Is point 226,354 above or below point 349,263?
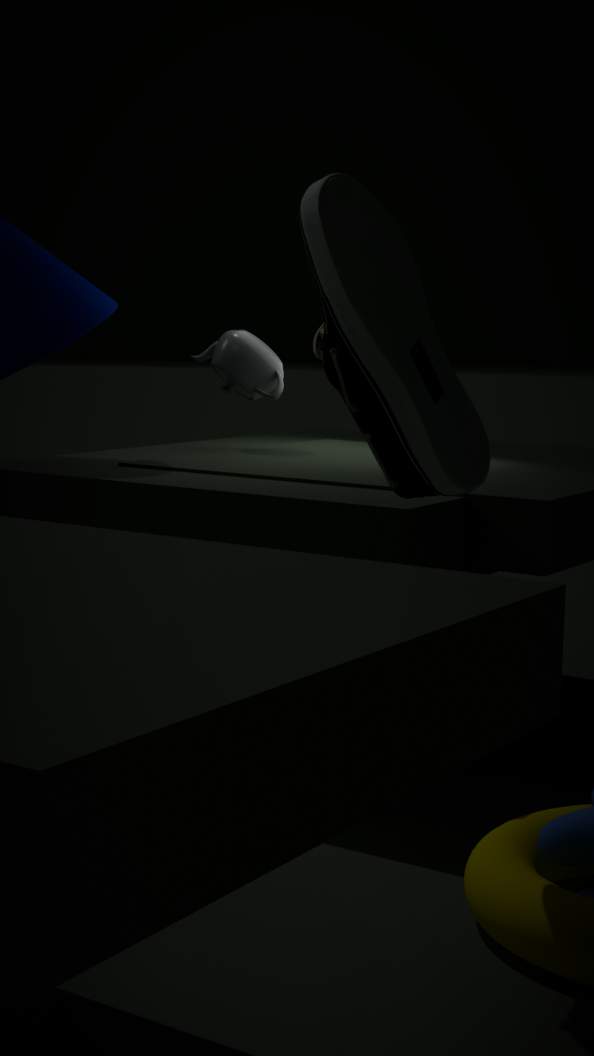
below
